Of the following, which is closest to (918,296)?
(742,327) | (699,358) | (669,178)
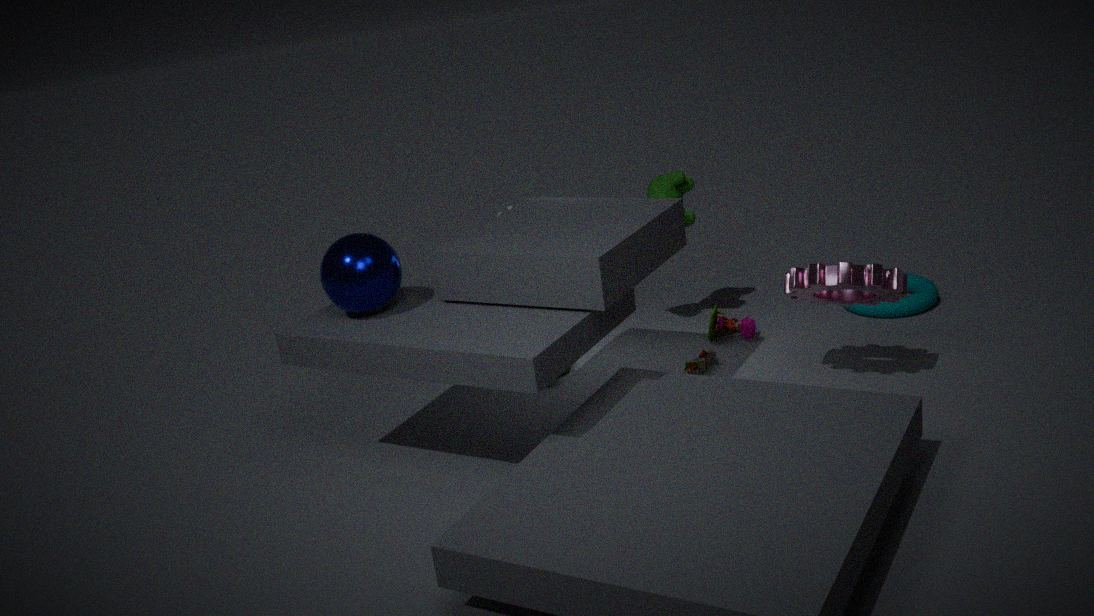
(742,327)
